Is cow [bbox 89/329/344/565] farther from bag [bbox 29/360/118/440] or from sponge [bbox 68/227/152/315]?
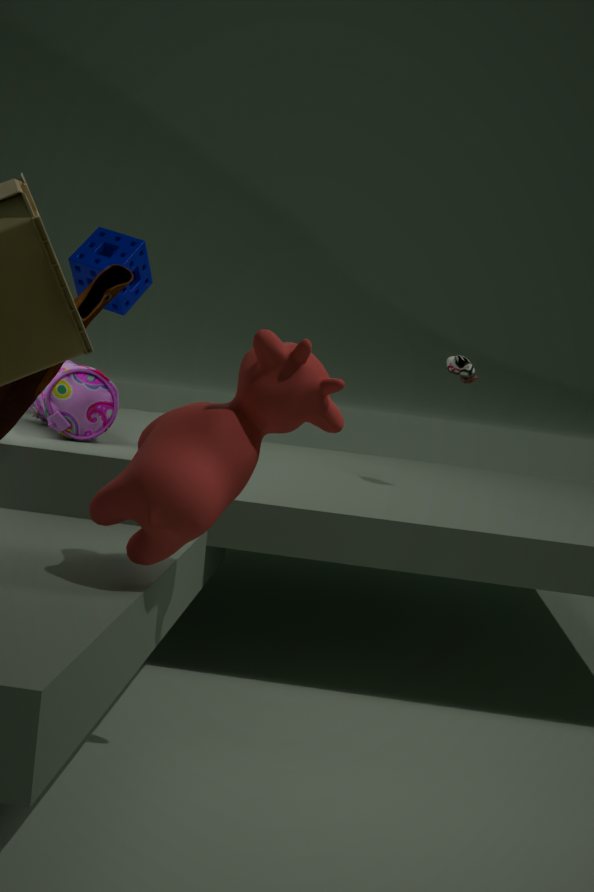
sponge [bbox 68/227/152/315]
